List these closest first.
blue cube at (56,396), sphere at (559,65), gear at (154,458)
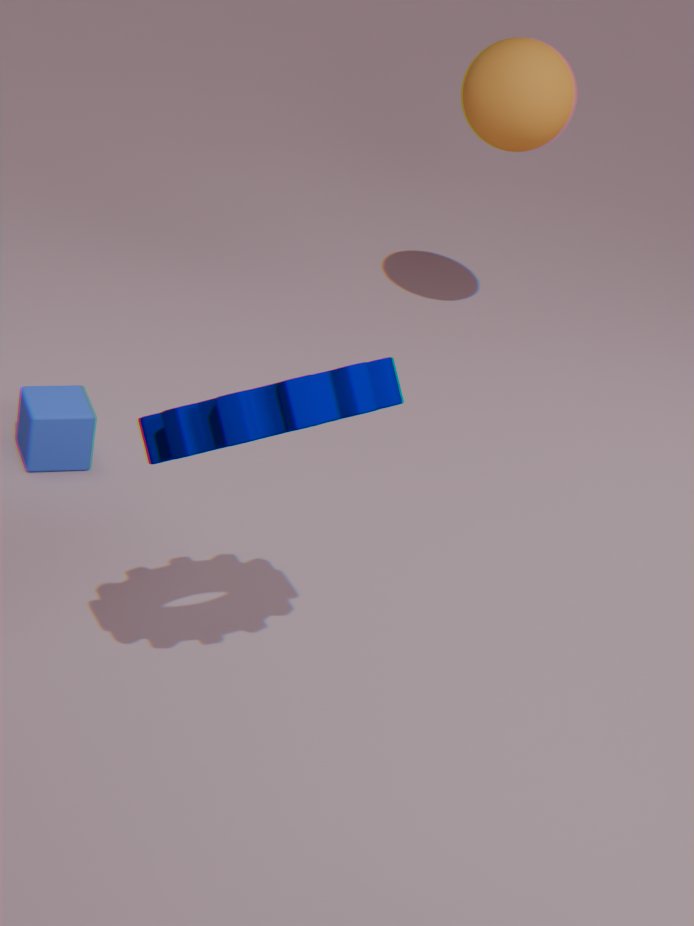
gear at (154,458) < blue cube at (56,396) < sphere at (559,65)
